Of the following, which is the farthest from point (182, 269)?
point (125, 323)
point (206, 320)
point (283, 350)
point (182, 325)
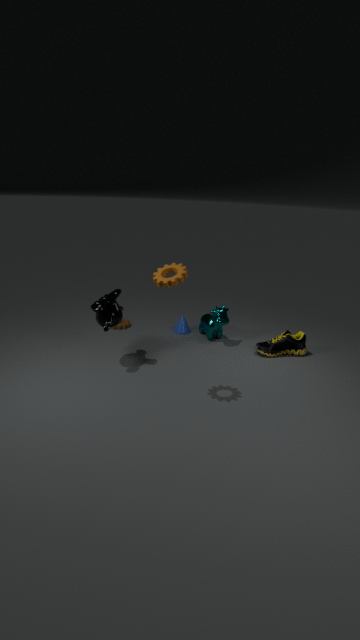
point (125, 323)
